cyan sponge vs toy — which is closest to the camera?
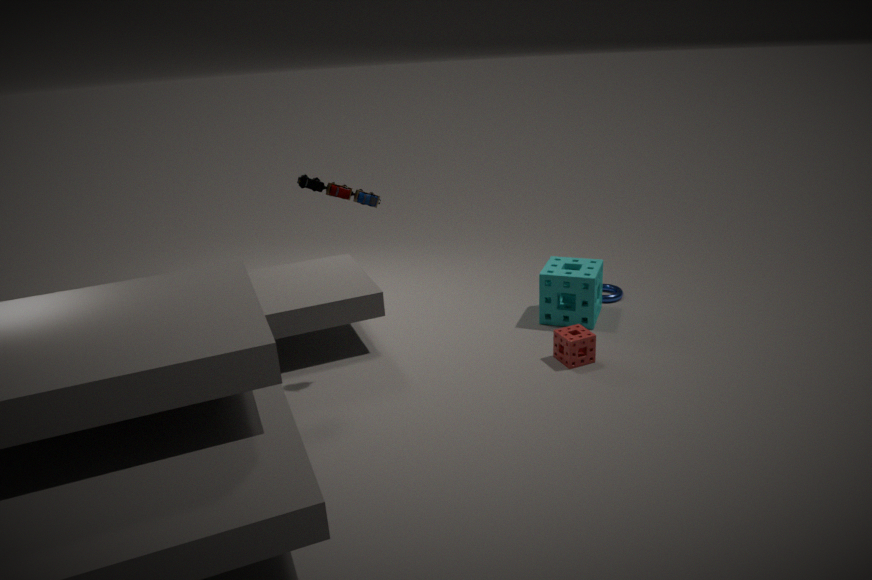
toy
